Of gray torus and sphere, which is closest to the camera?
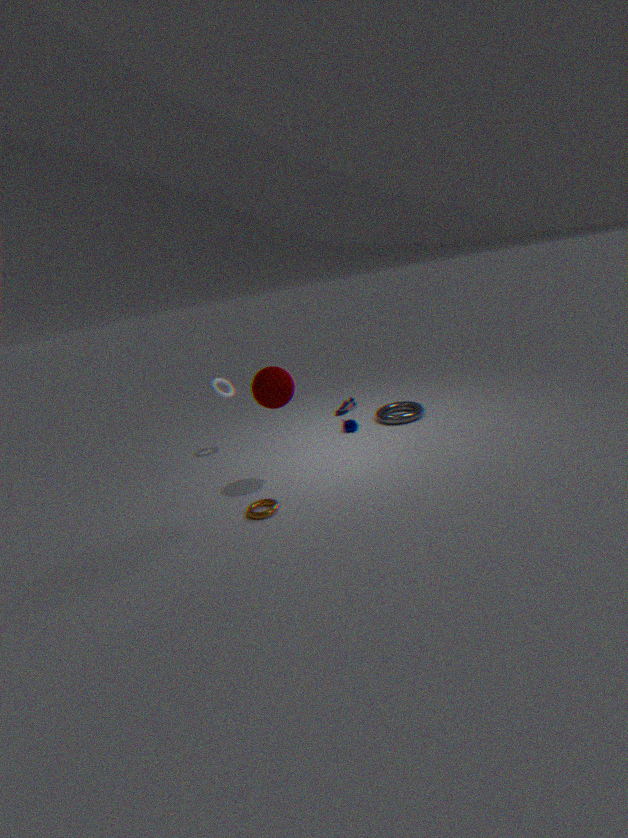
sphere
